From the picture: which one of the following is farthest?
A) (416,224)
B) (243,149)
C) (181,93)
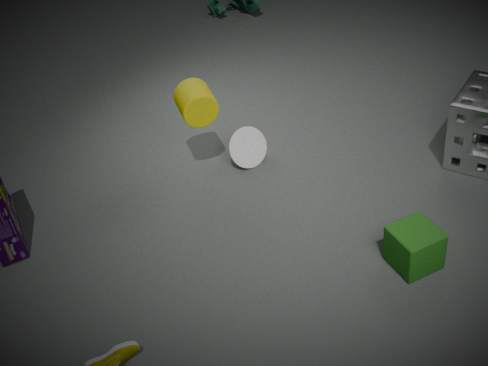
(243,149)
